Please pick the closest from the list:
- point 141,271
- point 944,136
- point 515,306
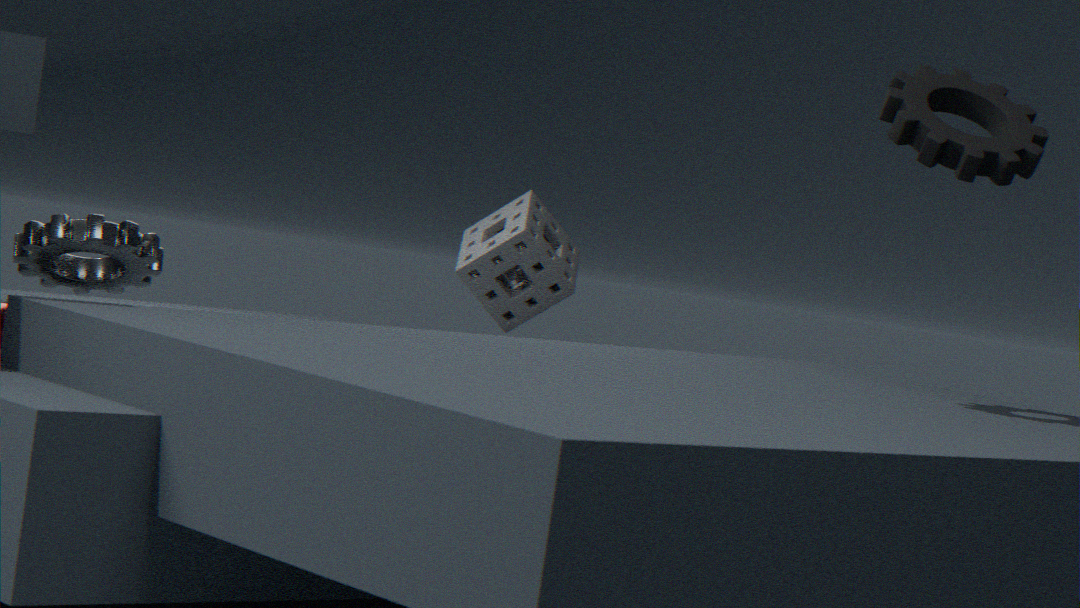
point 944,136
